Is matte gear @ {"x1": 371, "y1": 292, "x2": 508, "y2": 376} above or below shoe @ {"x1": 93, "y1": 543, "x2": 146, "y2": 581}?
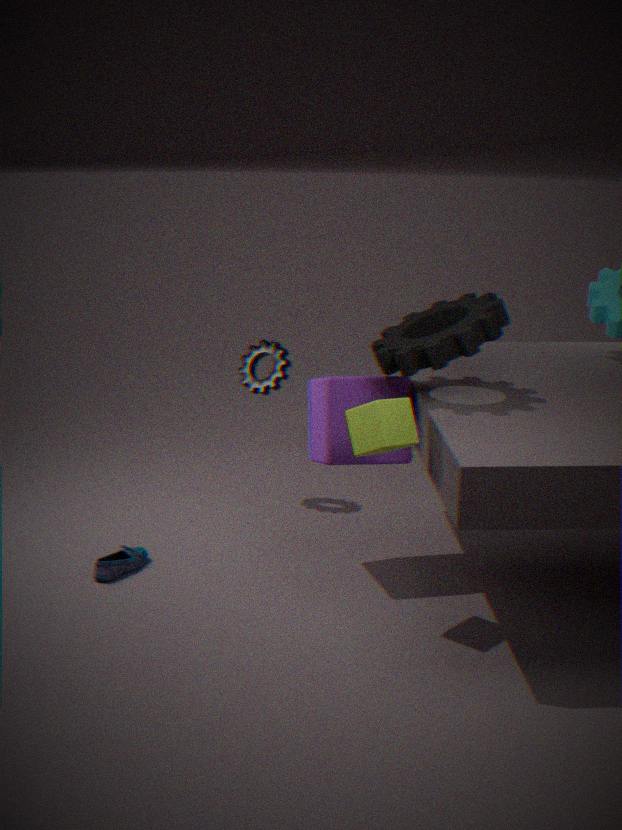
above
